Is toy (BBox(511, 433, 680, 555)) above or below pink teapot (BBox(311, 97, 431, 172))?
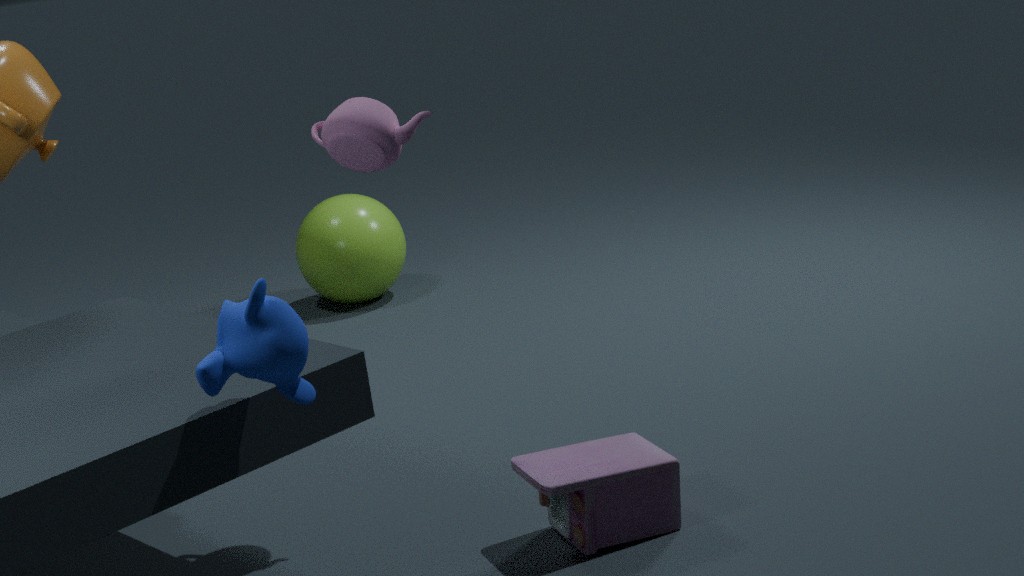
below
